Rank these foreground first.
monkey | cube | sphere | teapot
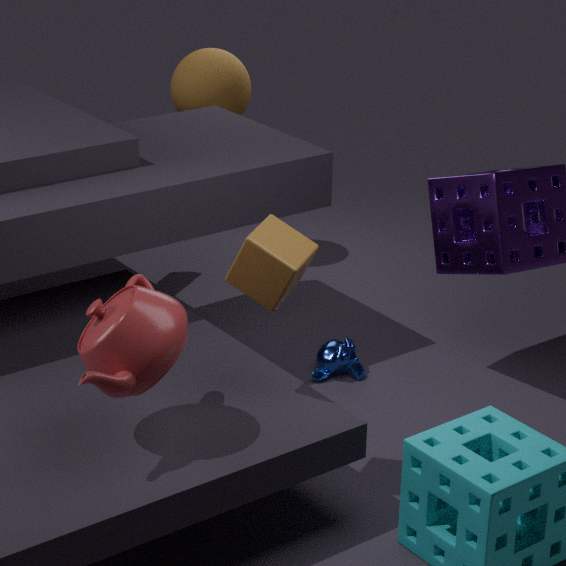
teapot → cube → monkey → sphere
